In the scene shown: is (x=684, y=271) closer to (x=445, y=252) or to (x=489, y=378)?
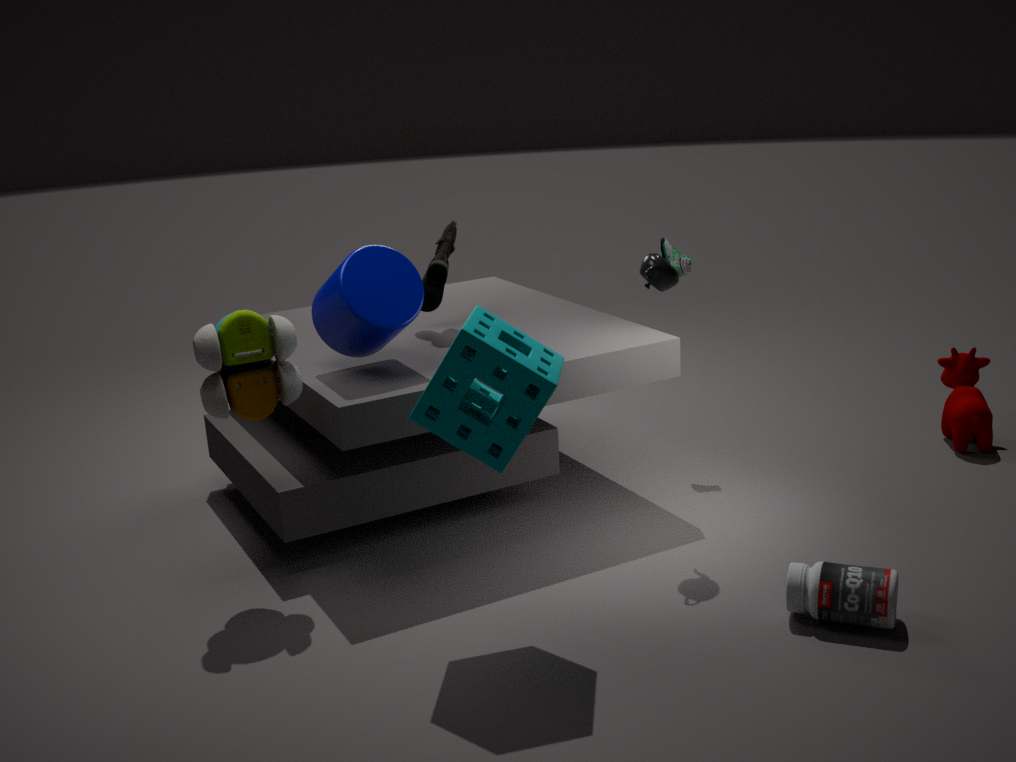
(x=445, y=252)
